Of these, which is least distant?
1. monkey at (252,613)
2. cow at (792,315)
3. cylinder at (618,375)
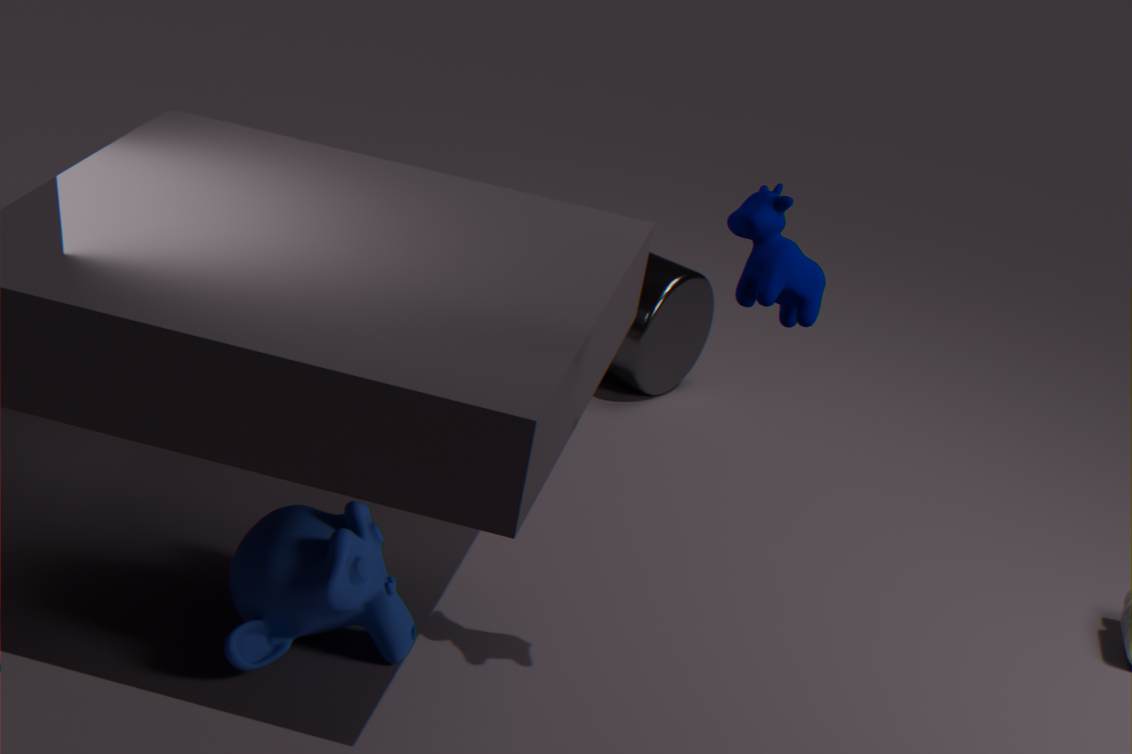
cow at (792,315)
